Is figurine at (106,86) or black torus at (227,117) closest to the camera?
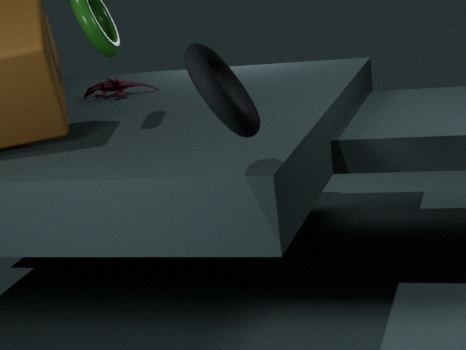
black torus at (227,117)
